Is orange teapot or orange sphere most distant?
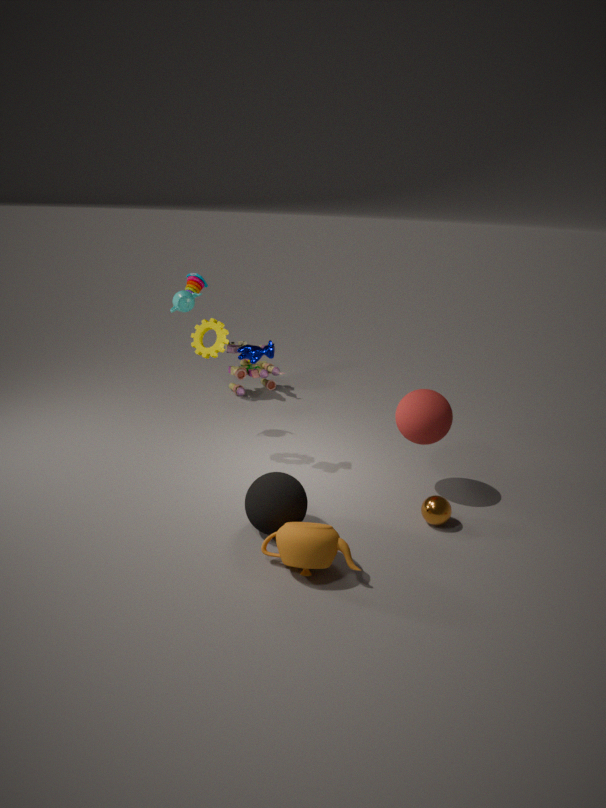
orange sphere
